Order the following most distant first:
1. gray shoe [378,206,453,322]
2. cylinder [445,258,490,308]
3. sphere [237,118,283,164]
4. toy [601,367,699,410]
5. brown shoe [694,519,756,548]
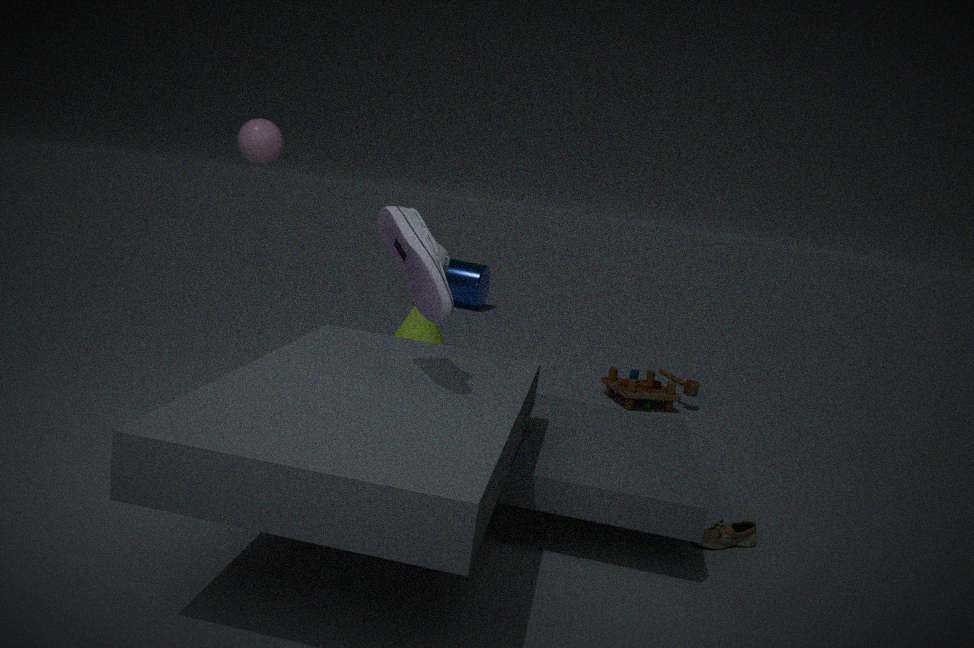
cylinder [445,258,490,308]
toy [601,367,699,410]
sphere [237,118,283,164]
brown shoe [694,519,756,548]
gray shoe [378,206,453,322]
